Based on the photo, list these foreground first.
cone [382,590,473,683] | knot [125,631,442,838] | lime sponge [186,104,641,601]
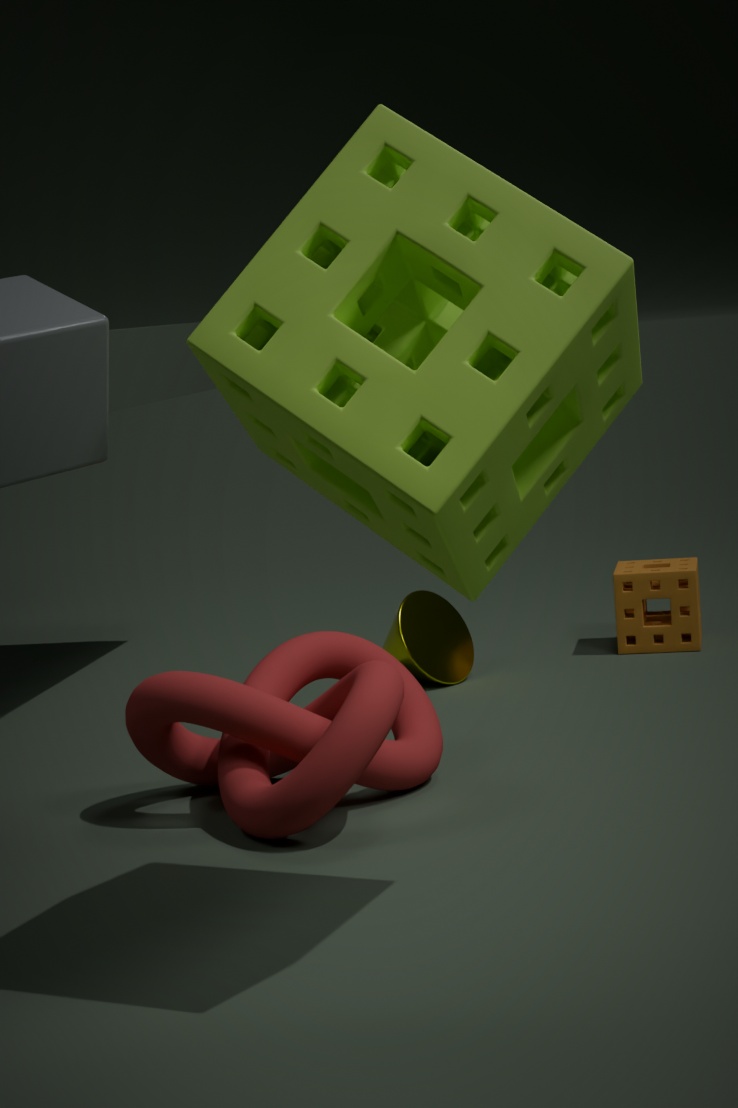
lime sponge [186,104,641,601] < knot [125,631,442,838] < cone [382,590,473,683]
